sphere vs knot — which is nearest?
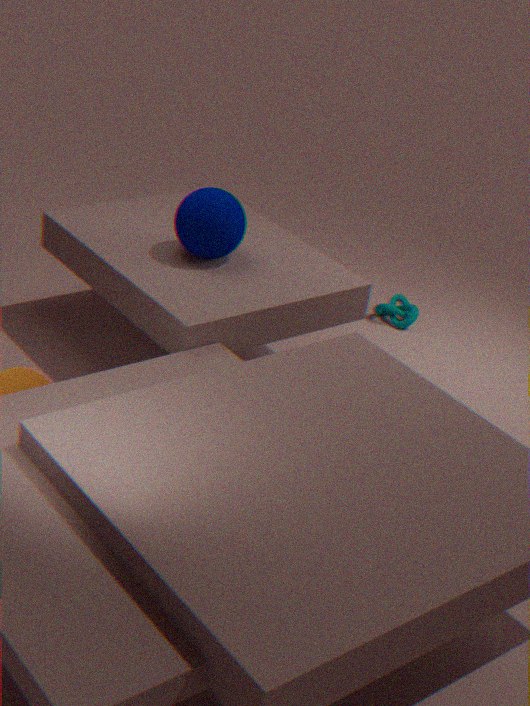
sphere
